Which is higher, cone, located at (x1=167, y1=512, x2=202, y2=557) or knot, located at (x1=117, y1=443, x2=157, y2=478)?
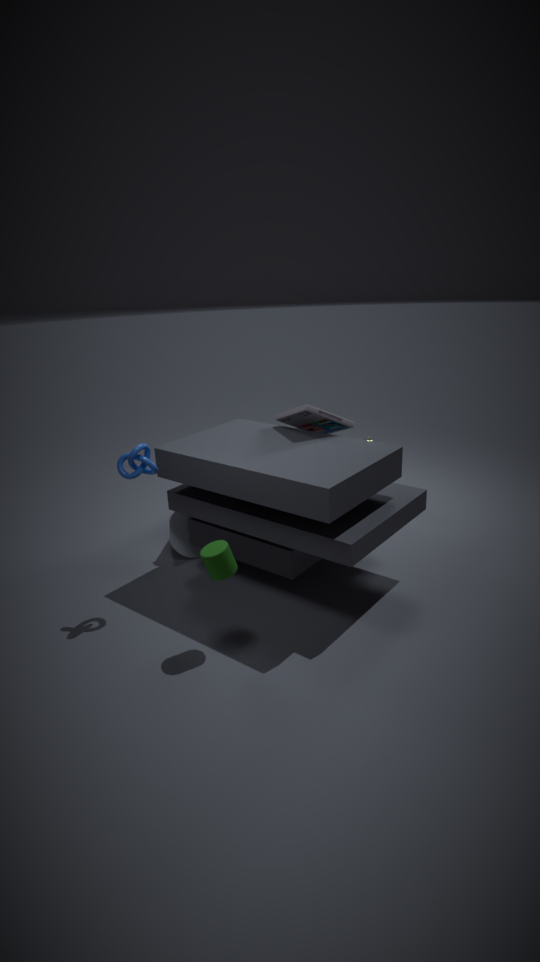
knot, located at (x1=117, y1=443, x2=157, y2=478)
